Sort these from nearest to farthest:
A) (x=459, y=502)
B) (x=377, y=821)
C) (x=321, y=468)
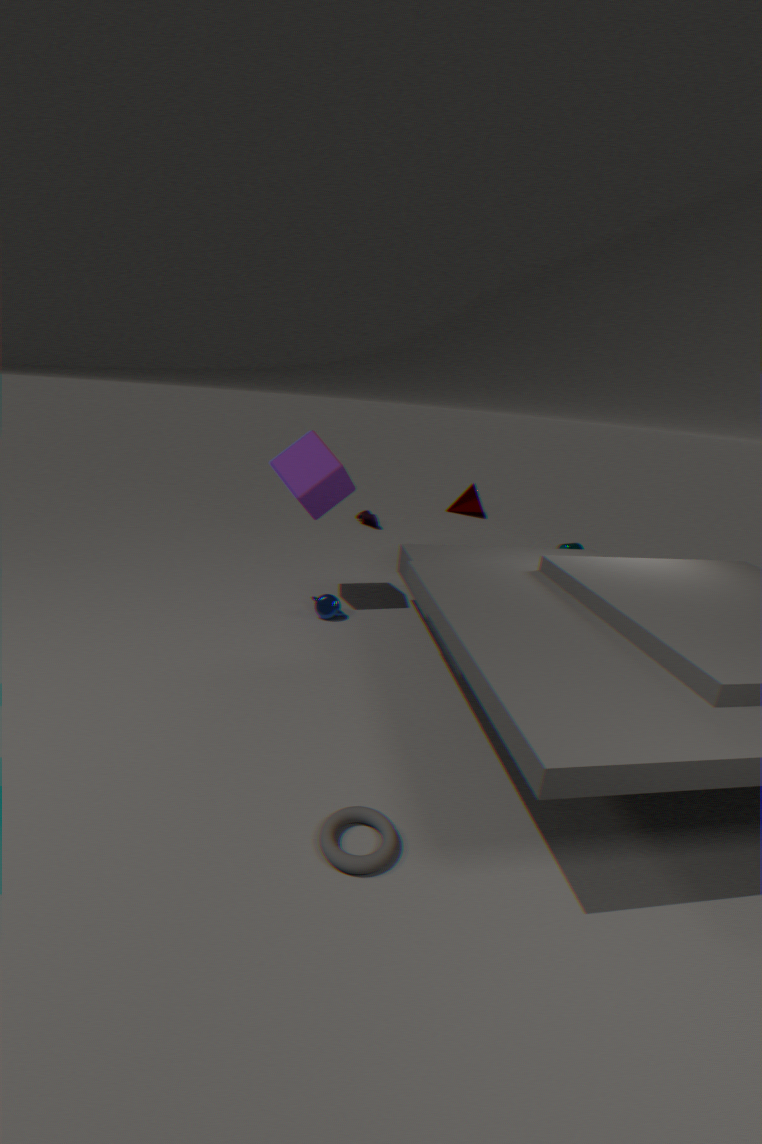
(x=377, y=821)
(x=321, y=468)
(x=459, y=502)
